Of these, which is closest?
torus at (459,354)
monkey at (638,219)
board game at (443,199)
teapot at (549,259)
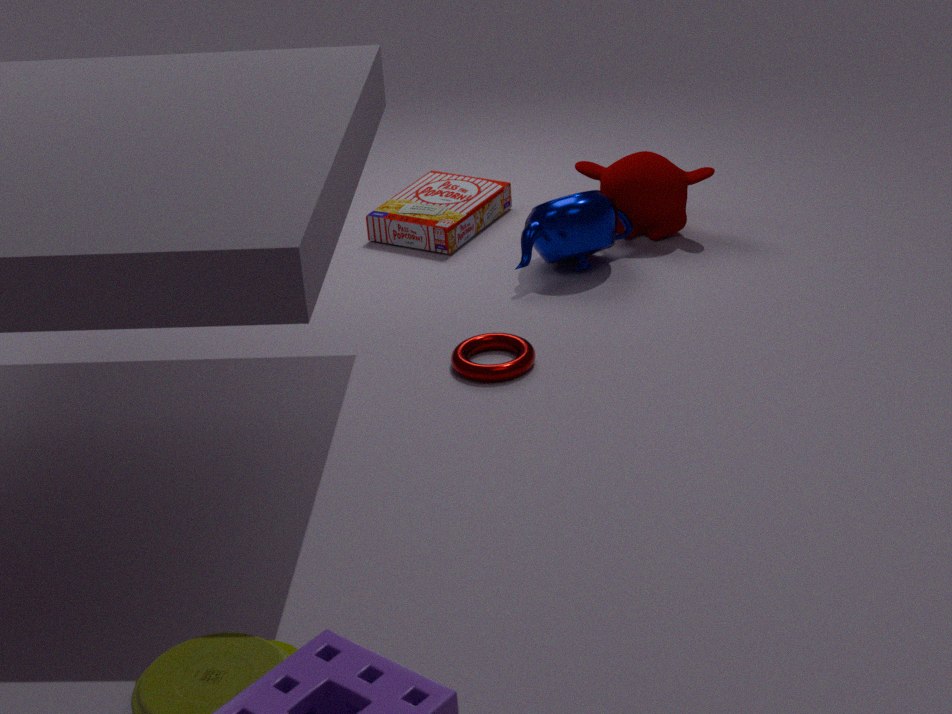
torus at (459,354)
